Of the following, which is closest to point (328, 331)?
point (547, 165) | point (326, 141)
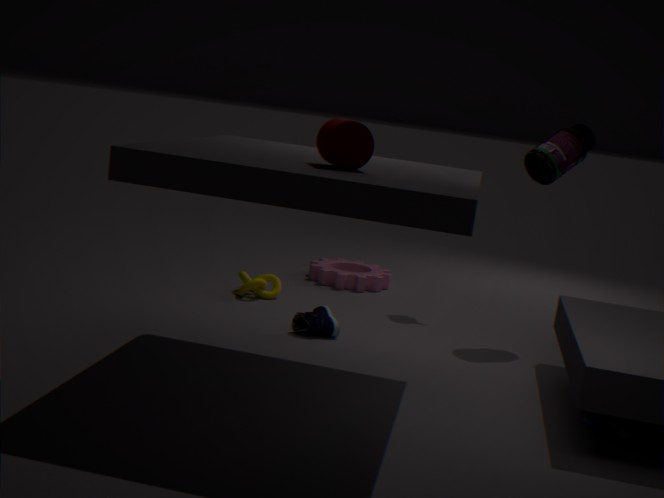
point (326, 141)
